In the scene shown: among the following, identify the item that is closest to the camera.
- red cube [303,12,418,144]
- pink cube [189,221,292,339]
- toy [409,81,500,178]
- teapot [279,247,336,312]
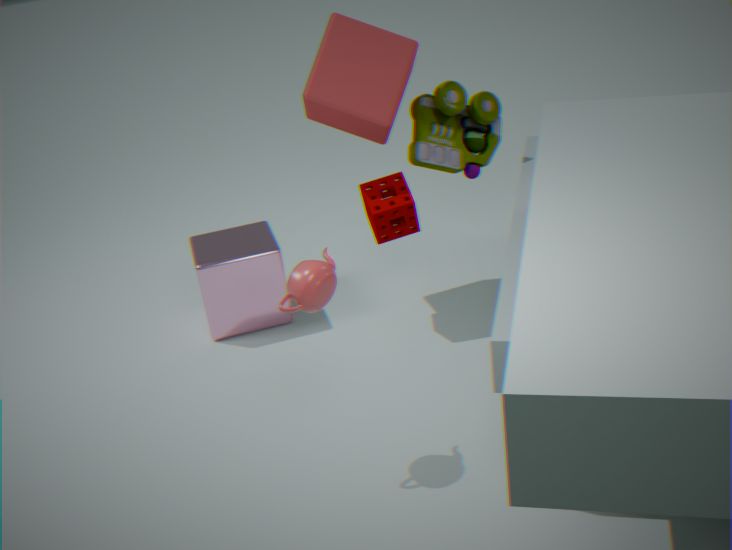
teapot [279,247,336,312]
